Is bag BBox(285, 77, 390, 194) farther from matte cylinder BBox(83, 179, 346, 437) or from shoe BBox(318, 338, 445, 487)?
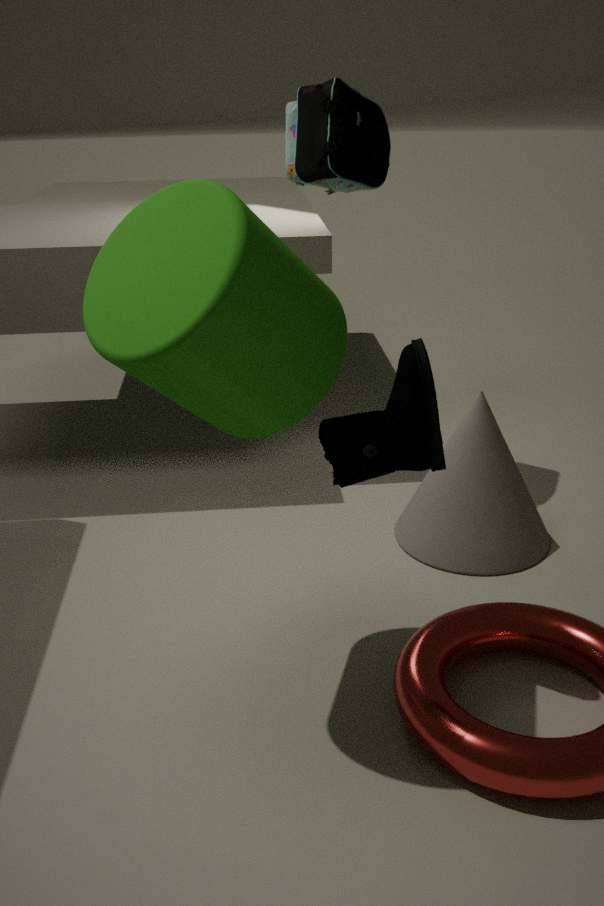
shoe BBox(318, 338, 445, 487)
